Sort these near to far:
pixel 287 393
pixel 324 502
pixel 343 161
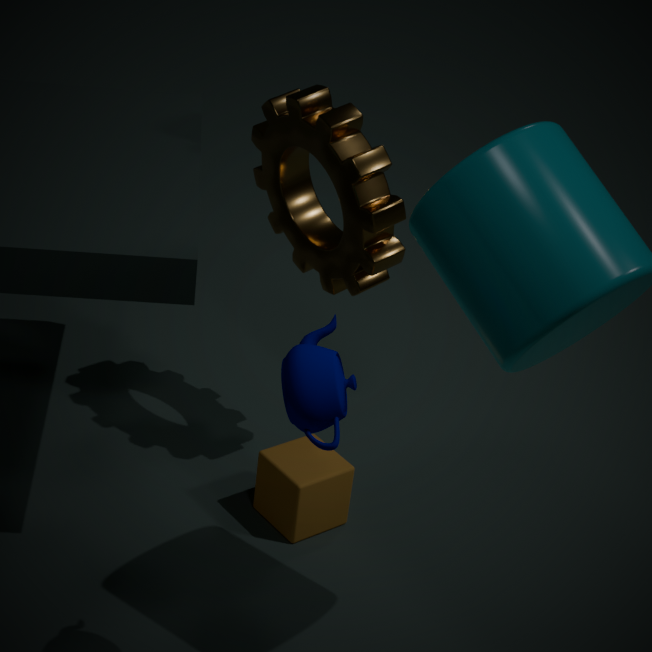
pixel 287 393
pixel 343 161
pixel 324 502
